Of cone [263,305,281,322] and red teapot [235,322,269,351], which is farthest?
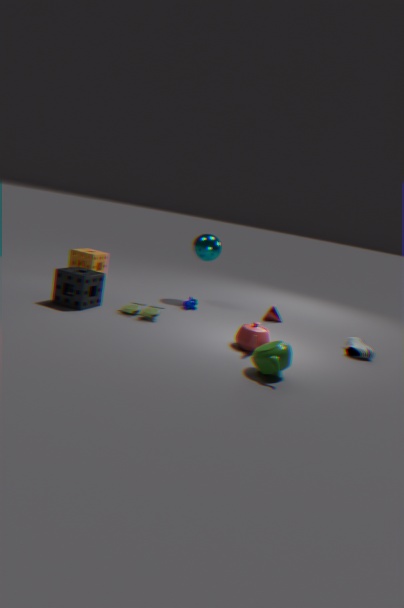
cone [263,305,281,322]
